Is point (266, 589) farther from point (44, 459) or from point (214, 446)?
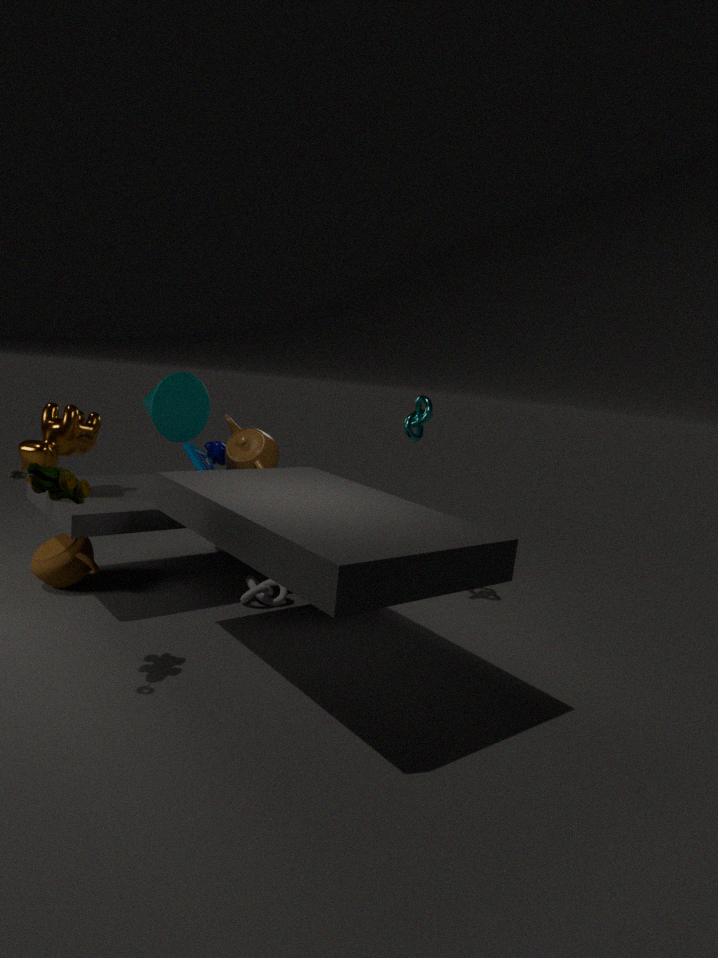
point (44, 459)
